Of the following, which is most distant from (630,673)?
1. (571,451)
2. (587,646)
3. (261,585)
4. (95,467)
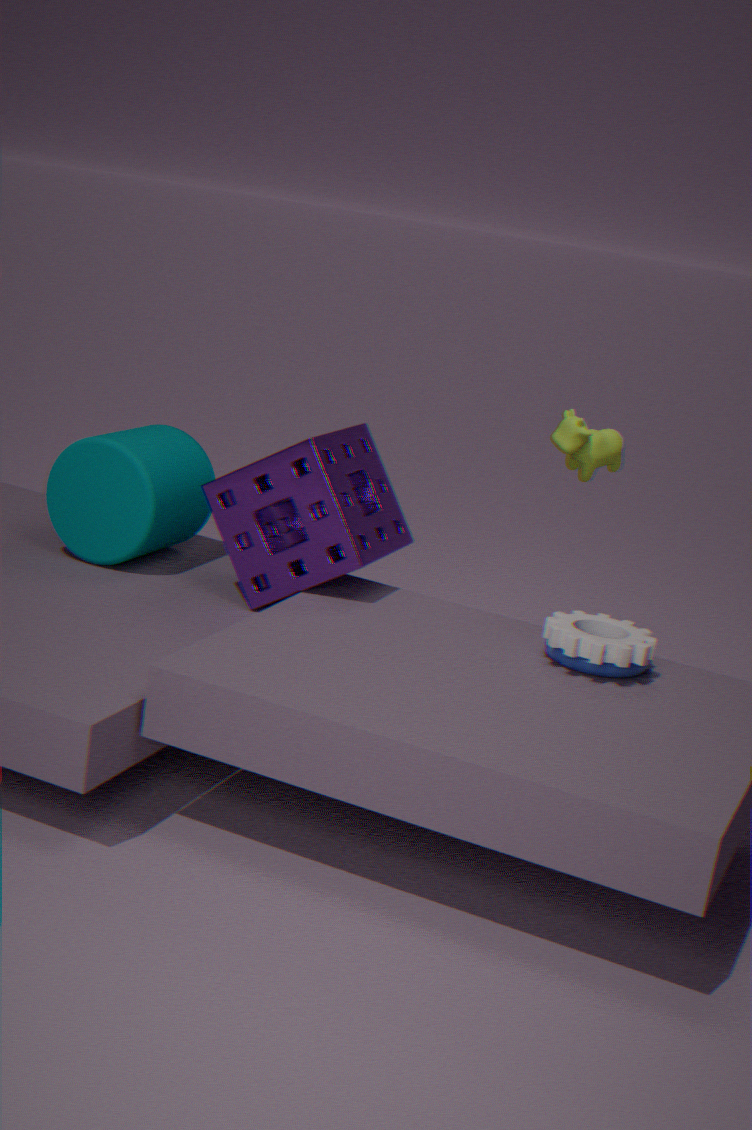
(95,467)
